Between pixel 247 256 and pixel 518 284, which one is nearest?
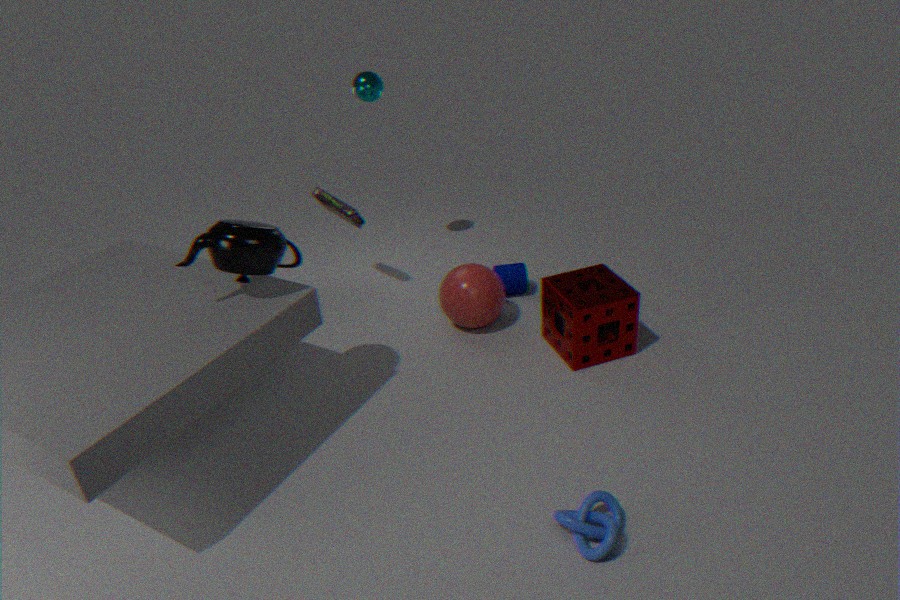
pixel 247 256
